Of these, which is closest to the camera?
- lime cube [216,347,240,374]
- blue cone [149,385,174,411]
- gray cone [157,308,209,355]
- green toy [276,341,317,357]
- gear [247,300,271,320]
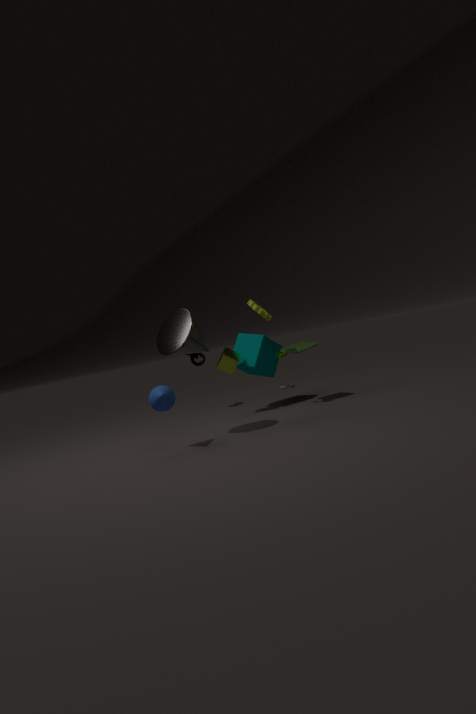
blue cone [149,385,174,411]
